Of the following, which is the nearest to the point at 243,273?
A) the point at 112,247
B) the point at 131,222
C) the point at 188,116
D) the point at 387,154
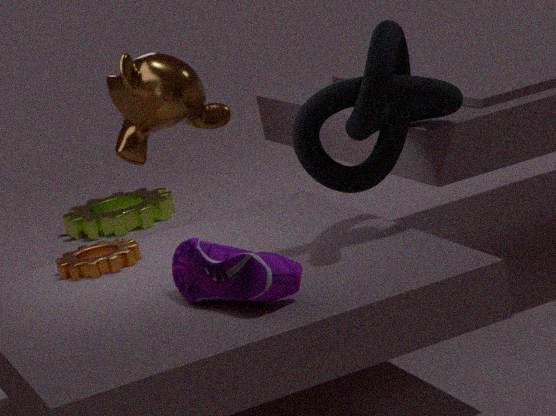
the point at 387,154
